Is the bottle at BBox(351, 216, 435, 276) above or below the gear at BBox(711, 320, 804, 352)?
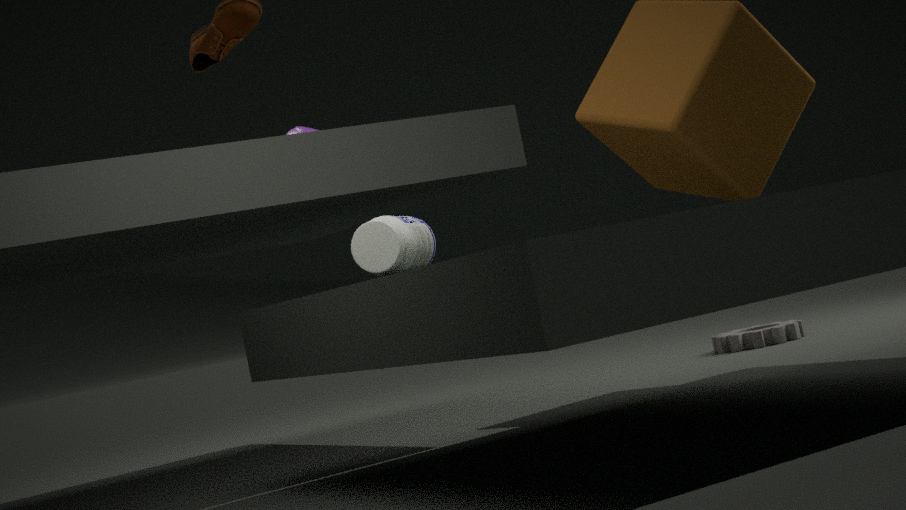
above
